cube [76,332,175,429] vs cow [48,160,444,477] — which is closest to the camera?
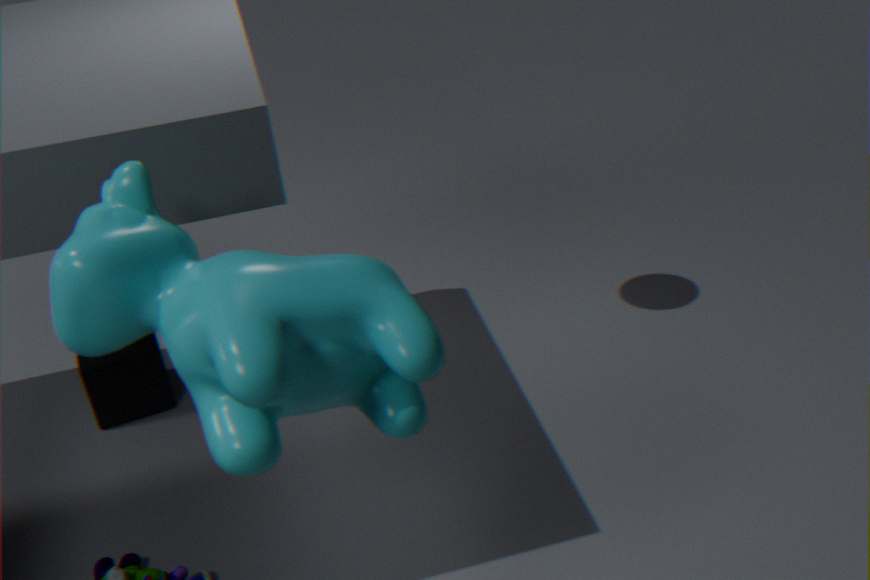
cow [48,160,444,477]
